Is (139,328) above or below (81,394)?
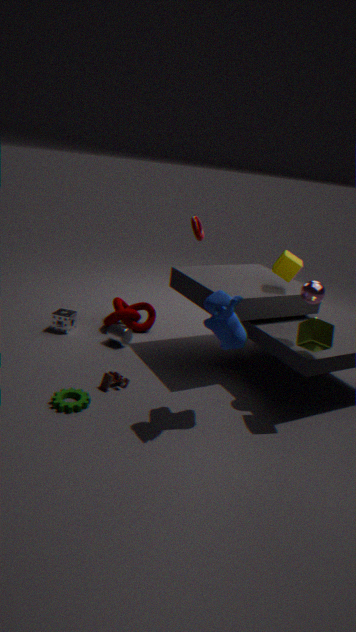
above
